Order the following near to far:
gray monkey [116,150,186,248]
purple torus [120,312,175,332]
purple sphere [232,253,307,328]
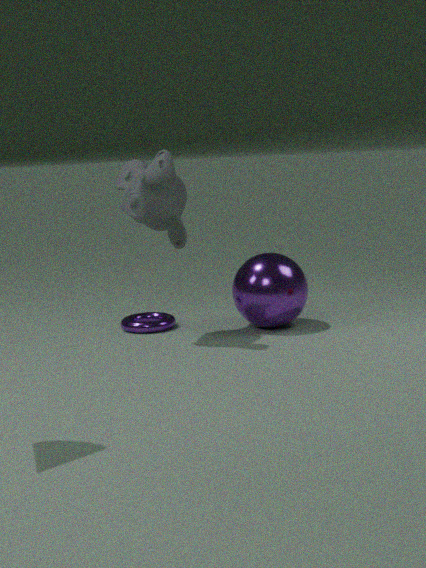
1. gray monkey [116,150,186,248]
2. purple sphere [232,253,307,328]
3. purple torus [120,312,175,332]
